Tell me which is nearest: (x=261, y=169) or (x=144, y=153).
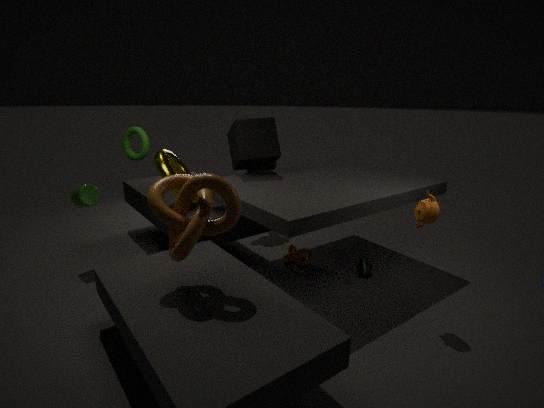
(x=144, y=153)
